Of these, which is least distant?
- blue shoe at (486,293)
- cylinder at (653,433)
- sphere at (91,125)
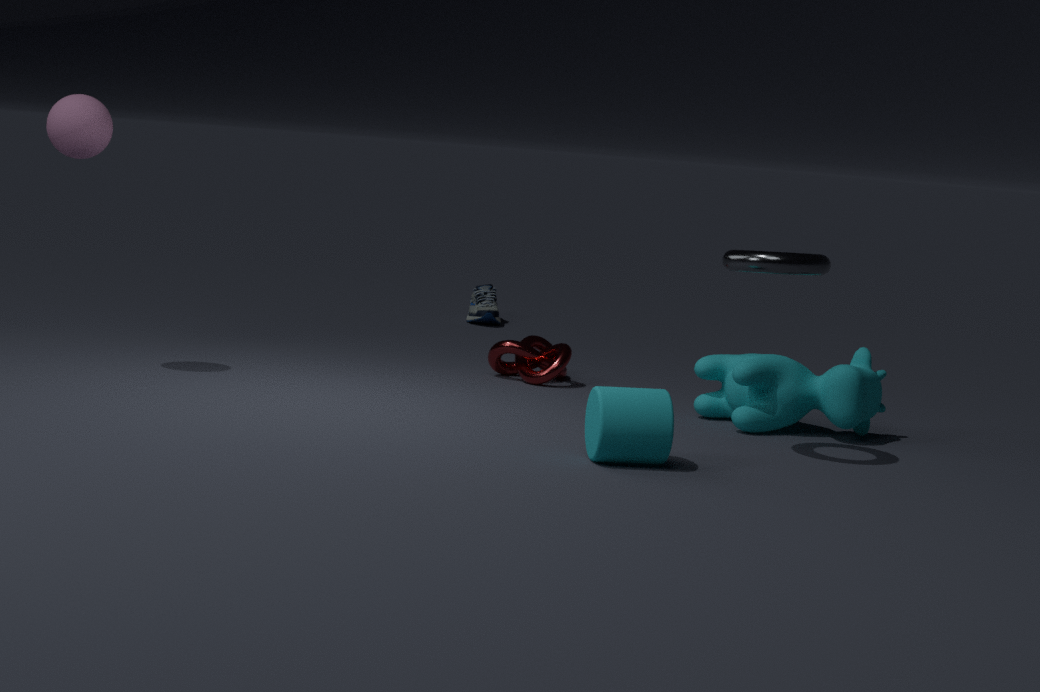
cylinder at (653,433)
